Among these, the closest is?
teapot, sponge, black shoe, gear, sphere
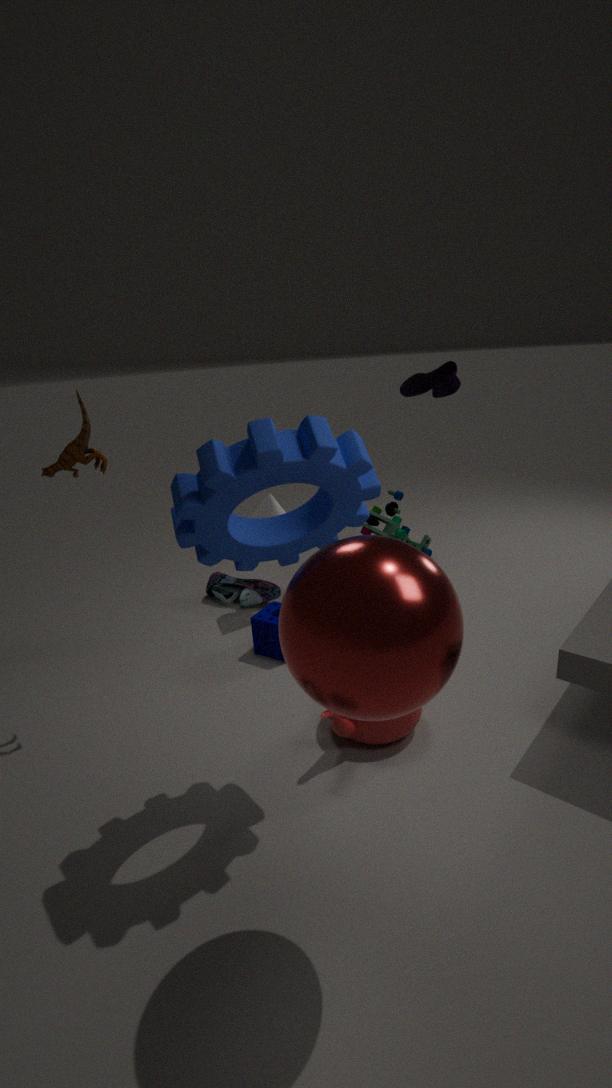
sphere
